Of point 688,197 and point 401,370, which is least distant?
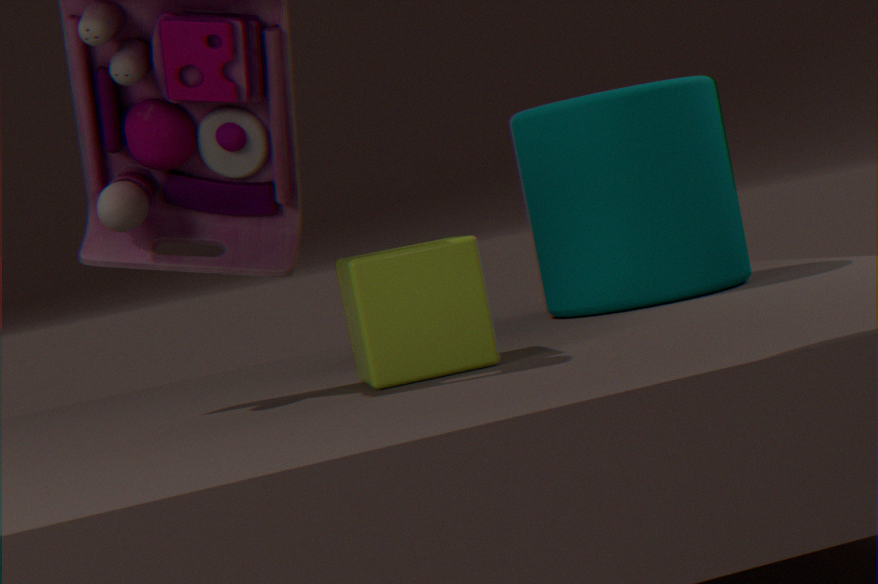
point 401,370
